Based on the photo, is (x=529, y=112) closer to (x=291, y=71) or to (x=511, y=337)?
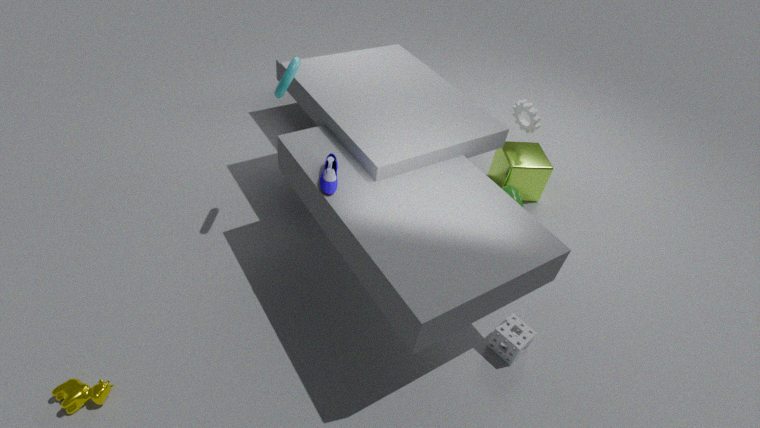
(x=511, y=337)
